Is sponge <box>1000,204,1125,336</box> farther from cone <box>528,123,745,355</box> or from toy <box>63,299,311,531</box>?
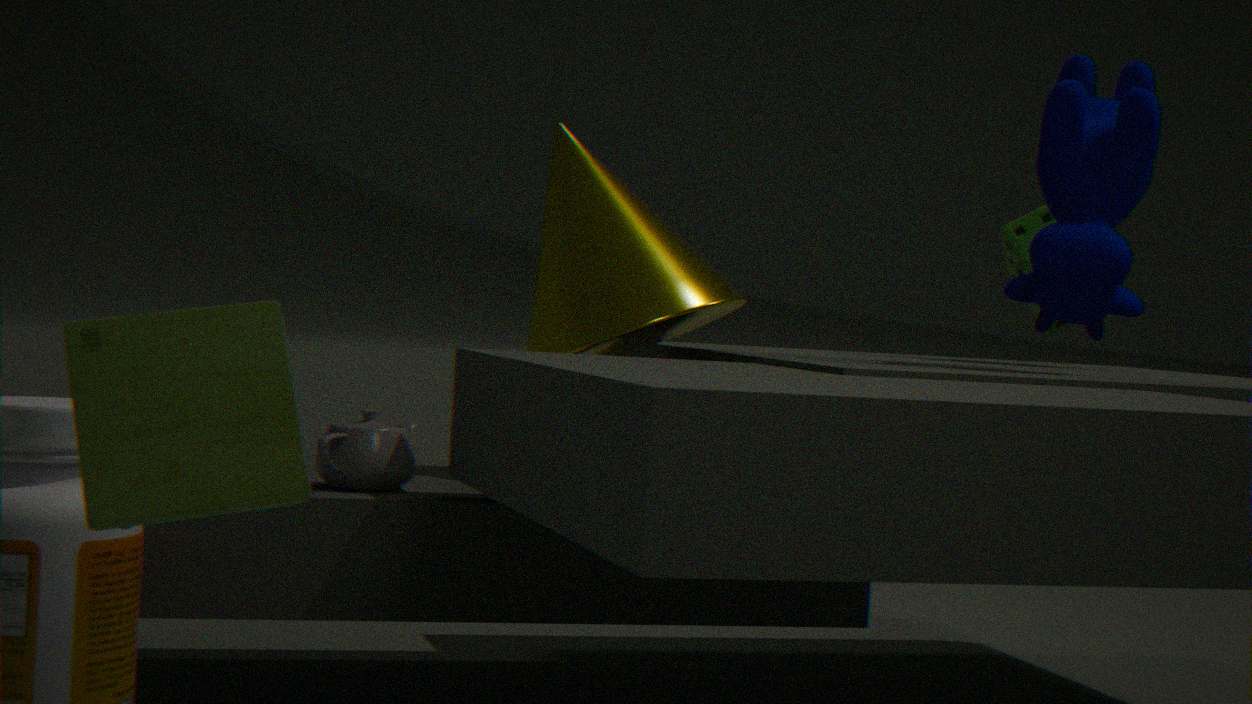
toy <box>63,299,311,531</box>
